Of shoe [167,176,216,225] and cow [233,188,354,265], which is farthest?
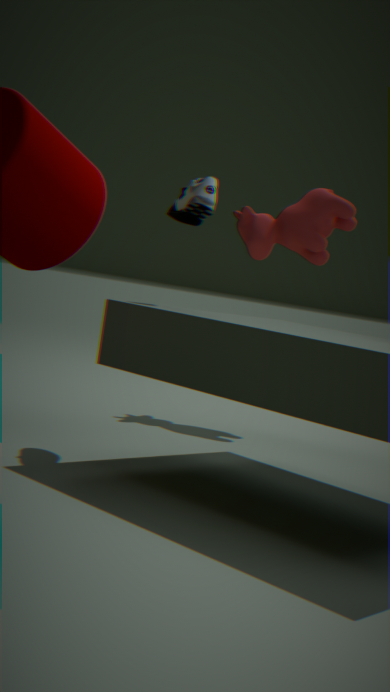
cow [233,188,354,265]
